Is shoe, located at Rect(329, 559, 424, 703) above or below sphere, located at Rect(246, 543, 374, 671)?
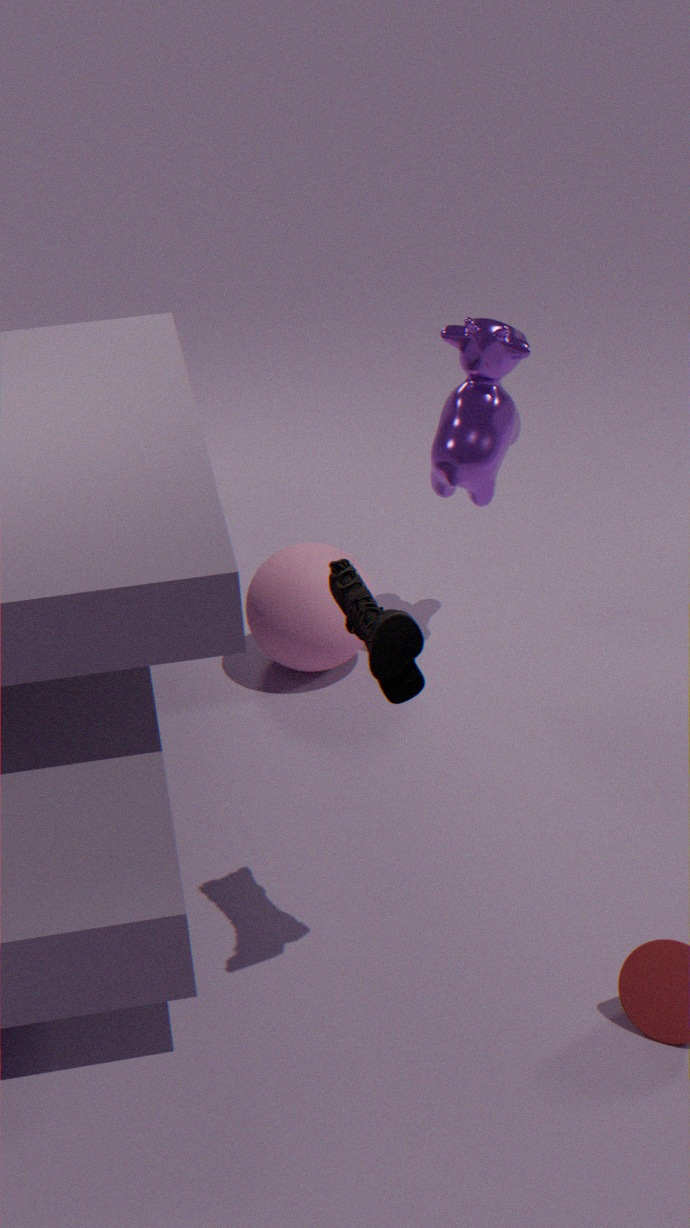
above
